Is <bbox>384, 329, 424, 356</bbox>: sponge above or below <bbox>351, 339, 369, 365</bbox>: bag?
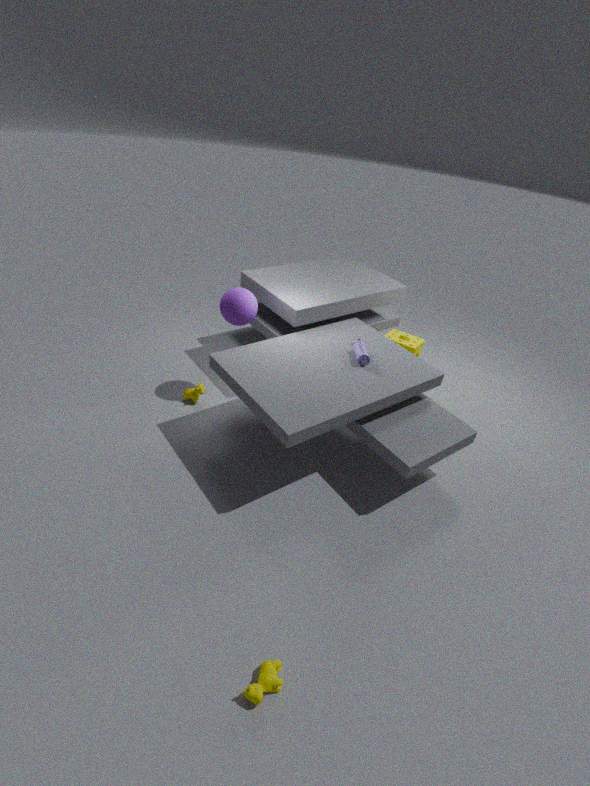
below
